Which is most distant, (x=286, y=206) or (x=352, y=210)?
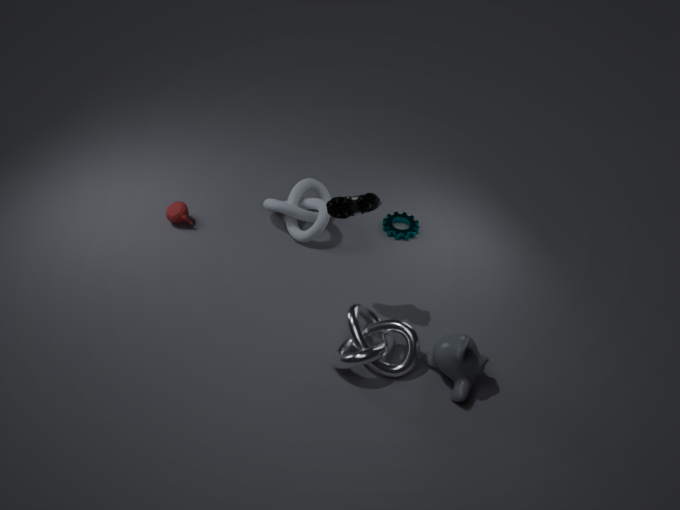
(x=286, y=206)
